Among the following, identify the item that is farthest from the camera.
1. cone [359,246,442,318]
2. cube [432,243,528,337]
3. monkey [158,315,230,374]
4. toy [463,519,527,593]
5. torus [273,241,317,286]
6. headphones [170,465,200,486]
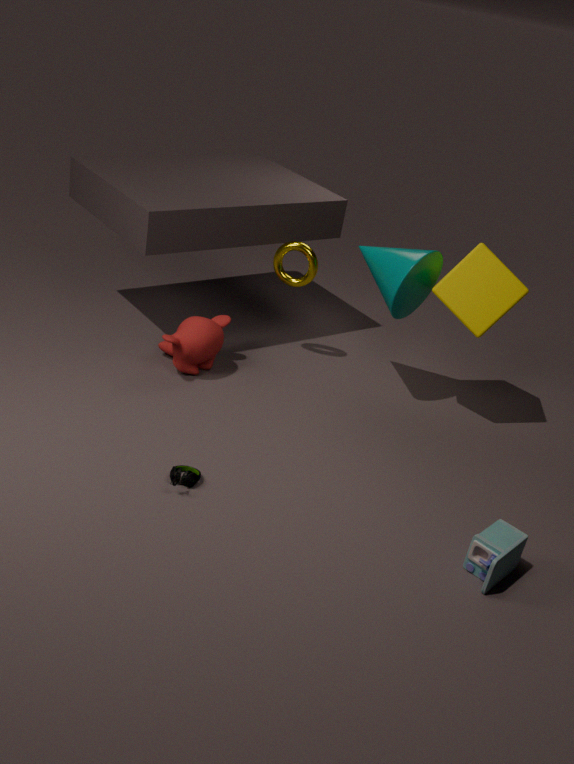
Answer: torus [273,241,317,286]
